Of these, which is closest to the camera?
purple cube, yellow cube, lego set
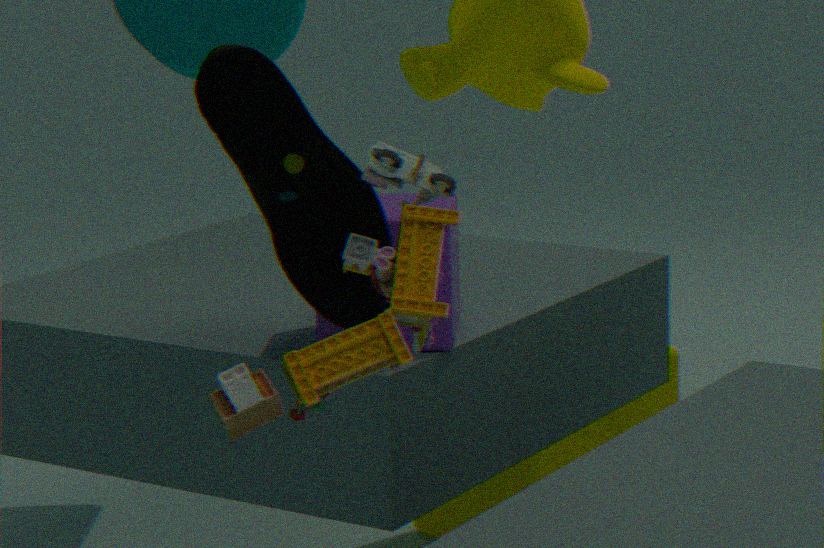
lego set
